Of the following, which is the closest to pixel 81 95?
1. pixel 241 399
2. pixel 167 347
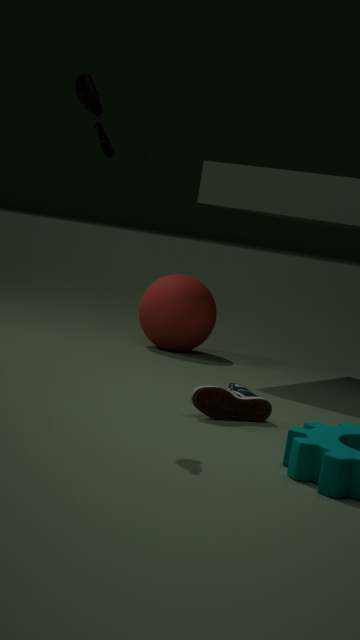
pixel 241 399
